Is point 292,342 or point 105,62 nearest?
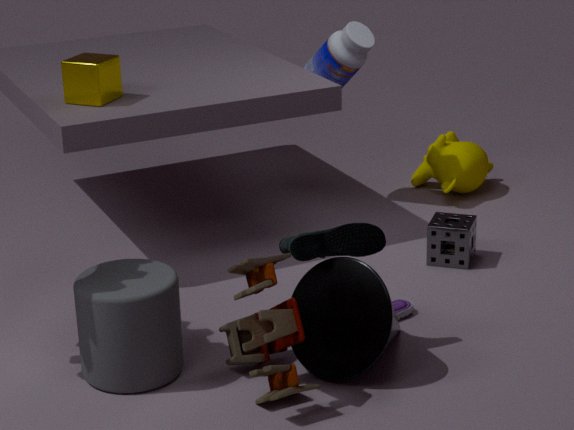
point 292,342
